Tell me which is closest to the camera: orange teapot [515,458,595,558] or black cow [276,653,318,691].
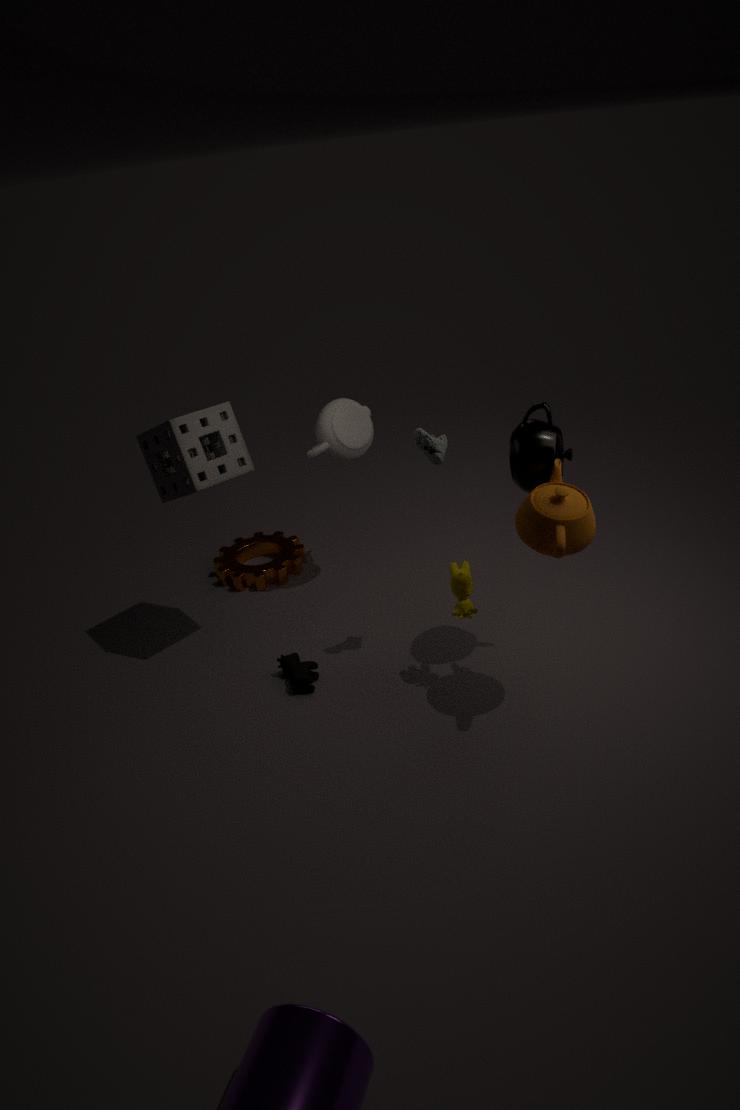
orange teapot [515,458,595,558]
